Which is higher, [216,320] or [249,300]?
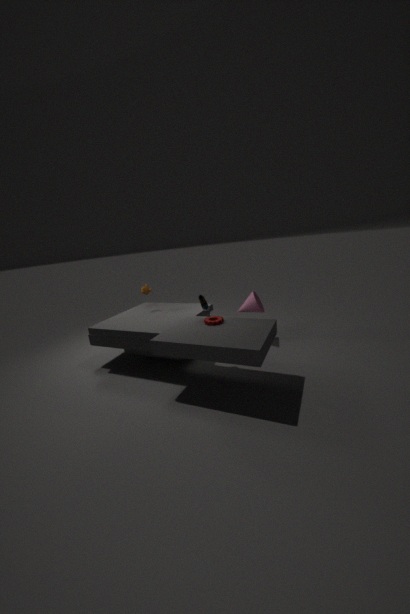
[216,320]
